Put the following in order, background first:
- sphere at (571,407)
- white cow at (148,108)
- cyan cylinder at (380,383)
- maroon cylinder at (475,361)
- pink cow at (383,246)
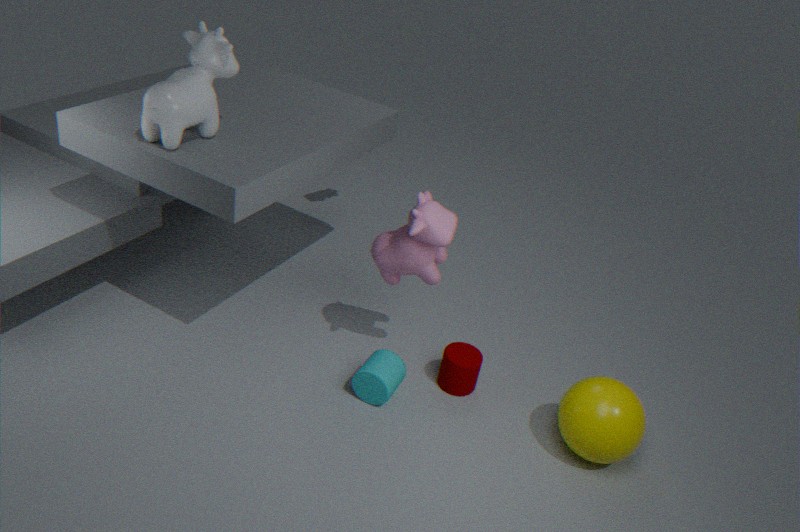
maroon cylinder at (475,361)
cyan cylinder at (380,383)
pink cow at (383,246)
sphere at (571,407)
white cow at (148,108)
